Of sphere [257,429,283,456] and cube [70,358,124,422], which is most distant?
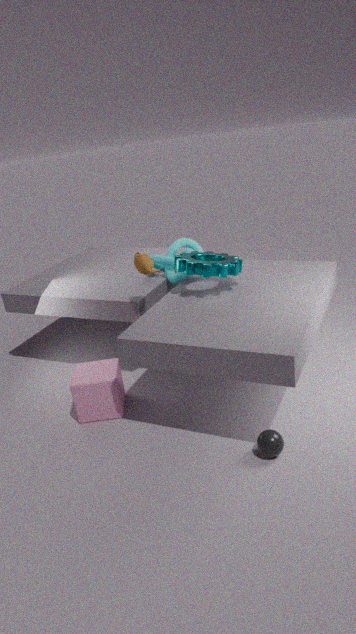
cube [70,358,124,422]
